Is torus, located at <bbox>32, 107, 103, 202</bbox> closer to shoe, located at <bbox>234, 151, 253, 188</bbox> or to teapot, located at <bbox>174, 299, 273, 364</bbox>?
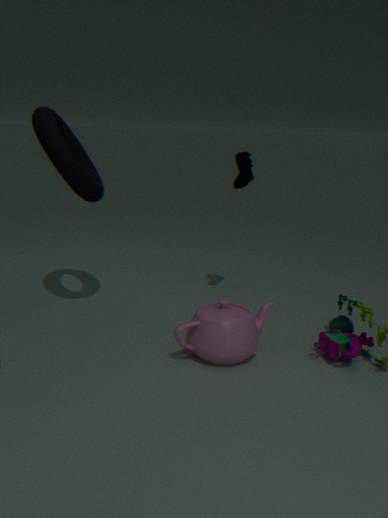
shoe, located at <bbox>234, 151, 253, 188</bbox>
